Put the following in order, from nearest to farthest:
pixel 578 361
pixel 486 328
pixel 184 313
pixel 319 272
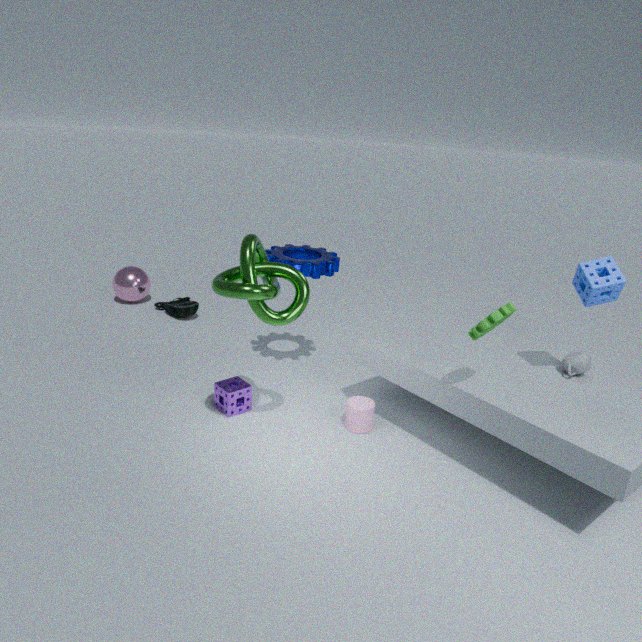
pixel 486 328 < pixel 578 361 < pixel 319 272 < pixel 184 313
